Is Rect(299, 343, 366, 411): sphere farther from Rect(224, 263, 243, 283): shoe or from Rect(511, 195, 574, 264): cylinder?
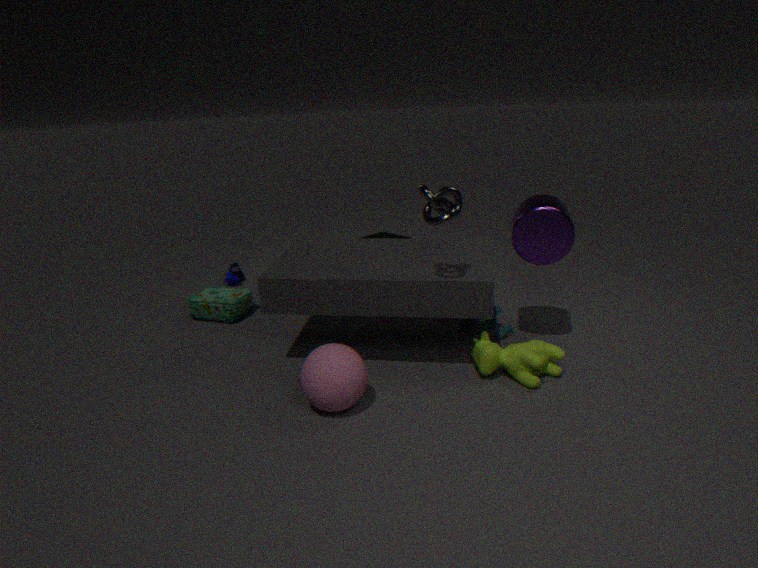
Rect(224, 263, 243, 283): shoe
